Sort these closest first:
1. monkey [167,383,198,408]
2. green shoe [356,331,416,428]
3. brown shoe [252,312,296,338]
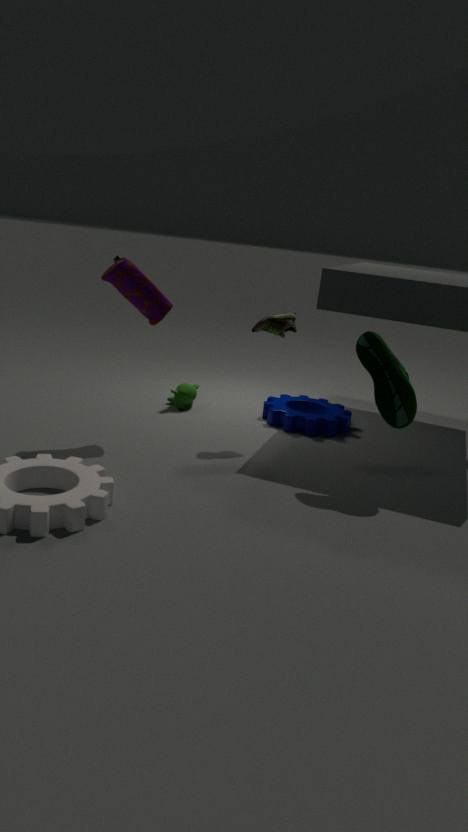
1. green shoe [356,331,416,428]
2. brown shoe [252,312,296,338]
3. monkey [167,383,198,408]
